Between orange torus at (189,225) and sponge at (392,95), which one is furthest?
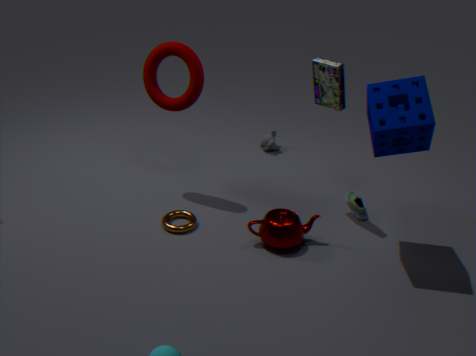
orange torus at (189,225)
